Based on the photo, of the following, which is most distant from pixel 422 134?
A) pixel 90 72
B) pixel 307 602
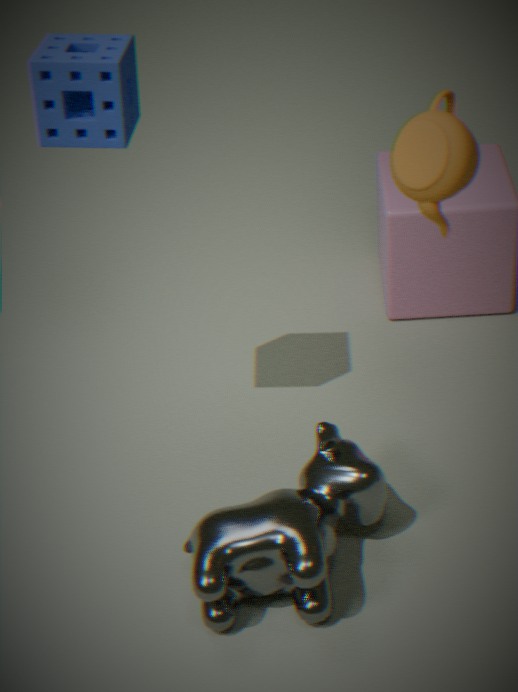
pixel 307 602
